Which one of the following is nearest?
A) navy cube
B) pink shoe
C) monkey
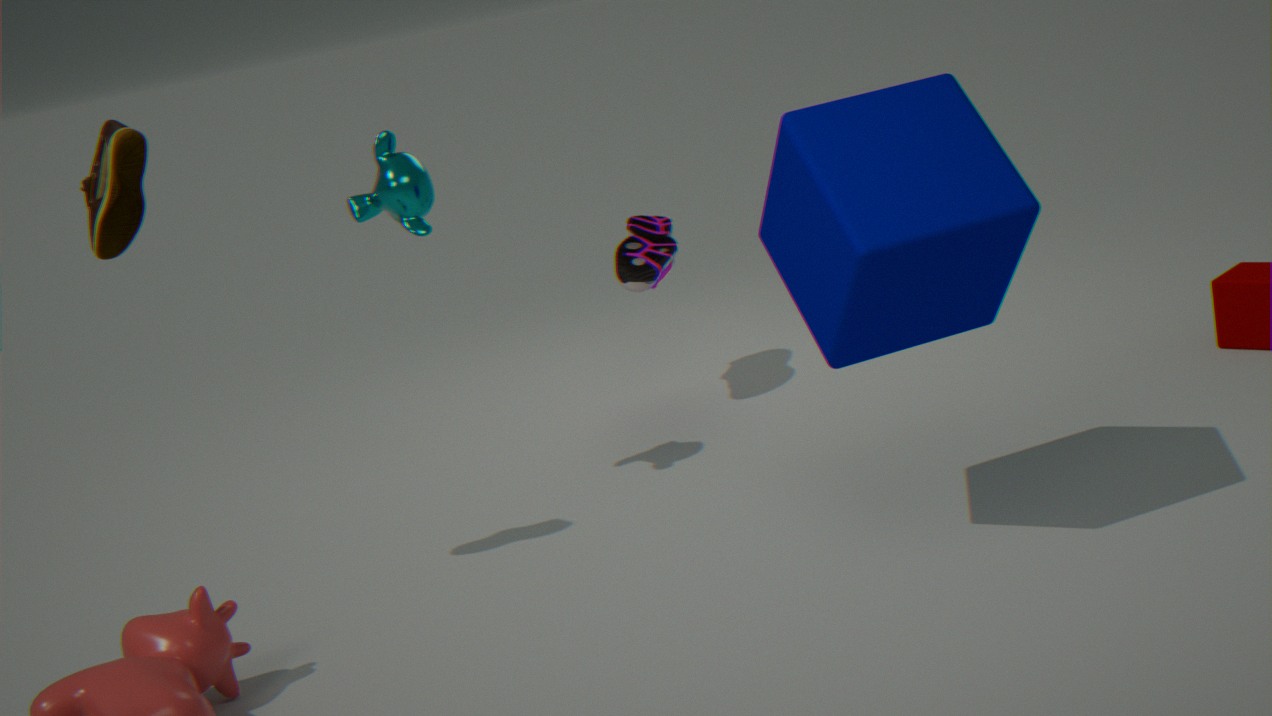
navy cube
